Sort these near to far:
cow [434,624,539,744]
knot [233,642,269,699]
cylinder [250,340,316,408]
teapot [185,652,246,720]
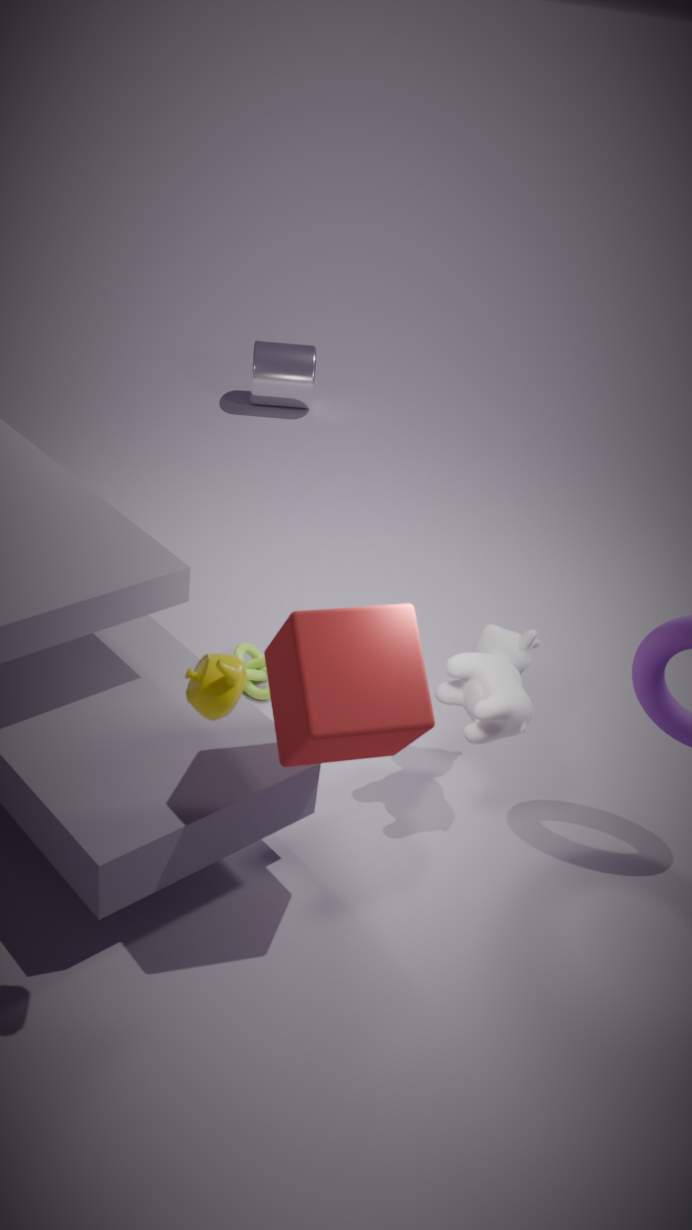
teapot [185,652,246,720] → cow [434,624,539,744] → knot [233,642,269,699] → cylinder [250,340,316,408]
